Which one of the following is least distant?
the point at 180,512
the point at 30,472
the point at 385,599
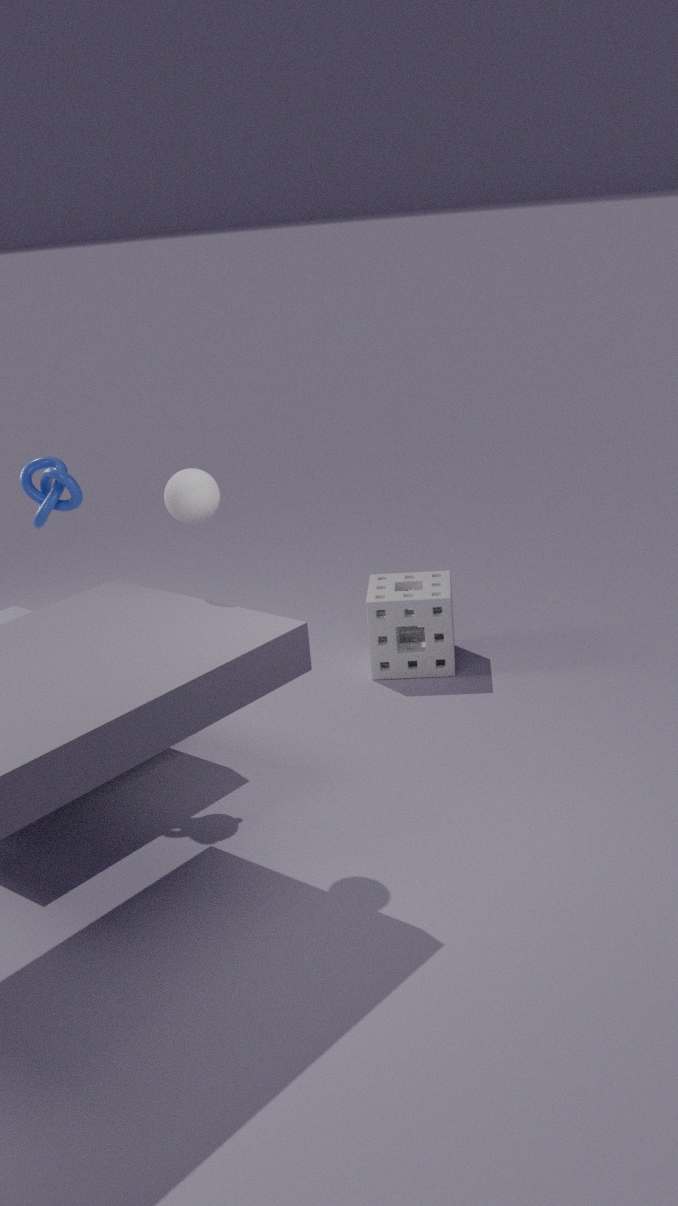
the point at 180,512
